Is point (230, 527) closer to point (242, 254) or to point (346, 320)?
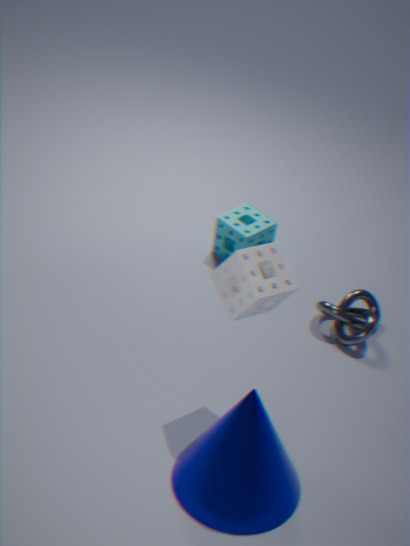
point (242, 254)
